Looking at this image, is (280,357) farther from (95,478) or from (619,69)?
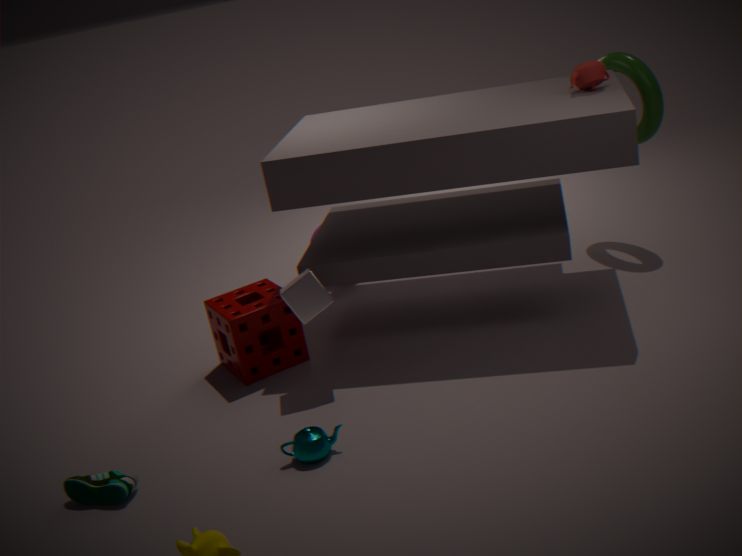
(619,69)
